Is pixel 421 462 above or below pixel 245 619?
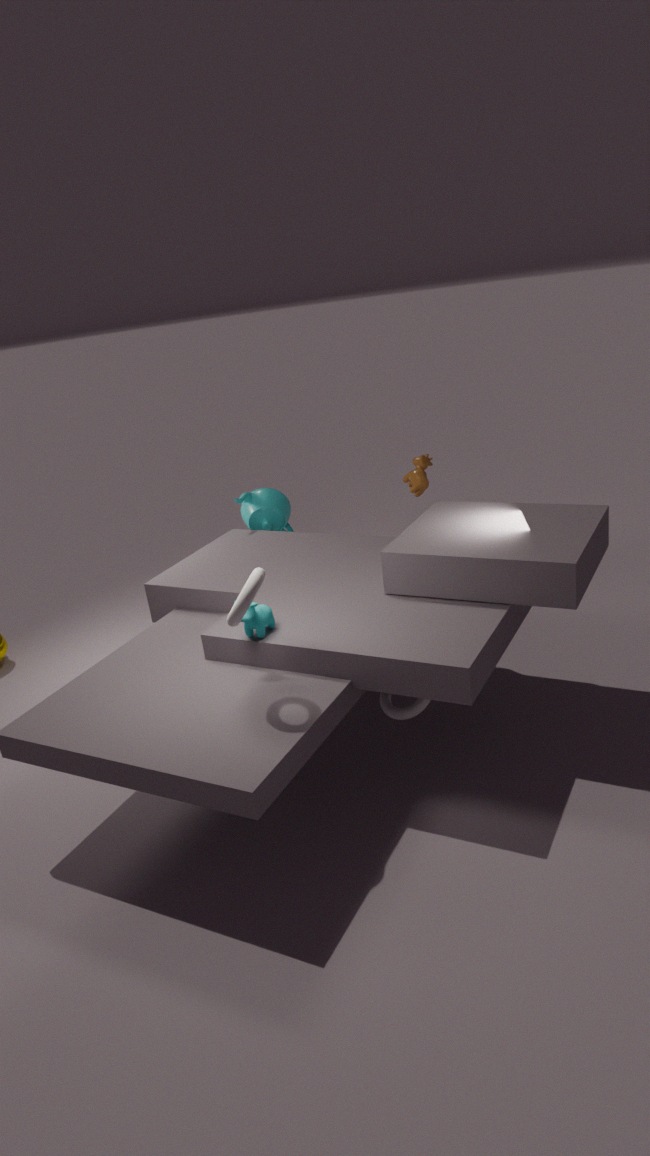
above
